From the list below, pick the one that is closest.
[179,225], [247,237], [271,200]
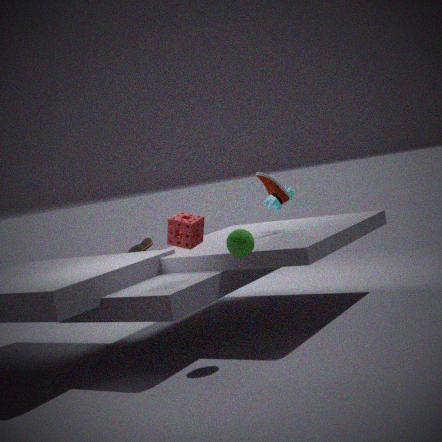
[247,237]
